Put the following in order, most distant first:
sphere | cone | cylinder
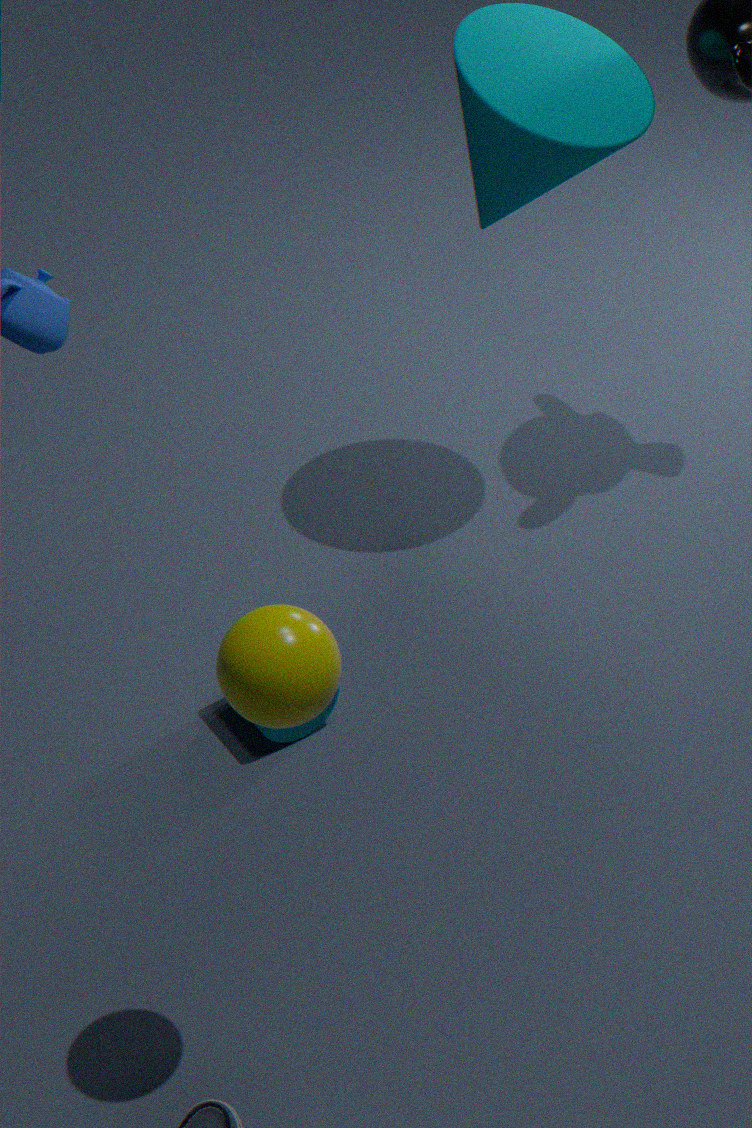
1. cone
2. cylinder
3. sphere
